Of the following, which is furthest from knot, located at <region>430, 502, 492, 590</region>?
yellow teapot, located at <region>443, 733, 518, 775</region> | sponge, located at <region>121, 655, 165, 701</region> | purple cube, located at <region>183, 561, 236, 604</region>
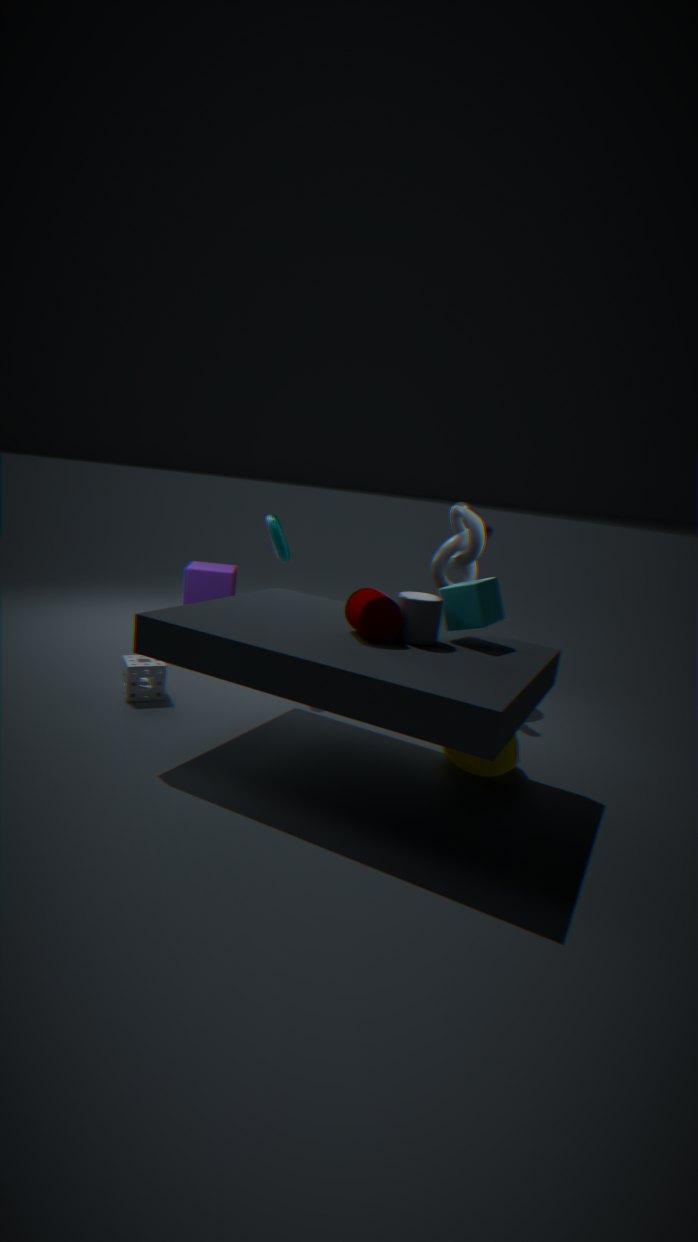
purple cube, located at <region>183, 561, 236, 604</region>
